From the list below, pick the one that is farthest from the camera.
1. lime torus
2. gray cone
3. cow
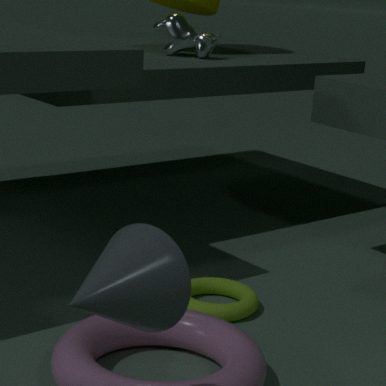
cow
